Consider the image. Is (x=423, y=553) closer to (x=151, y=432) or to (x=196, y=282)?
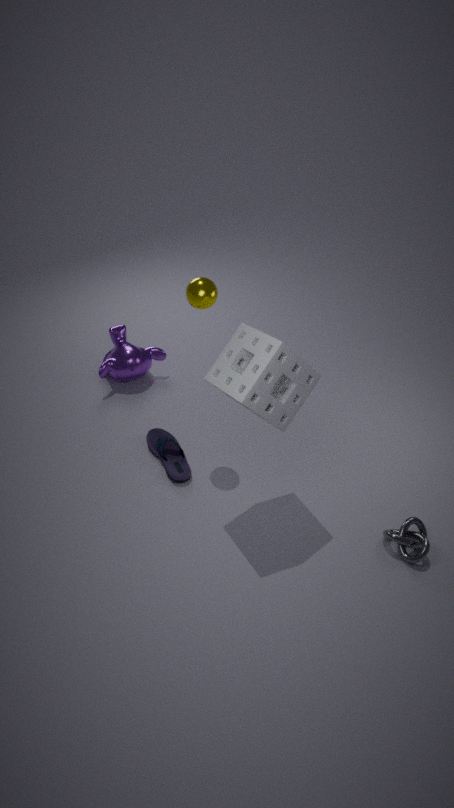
(x=151, y=432)
